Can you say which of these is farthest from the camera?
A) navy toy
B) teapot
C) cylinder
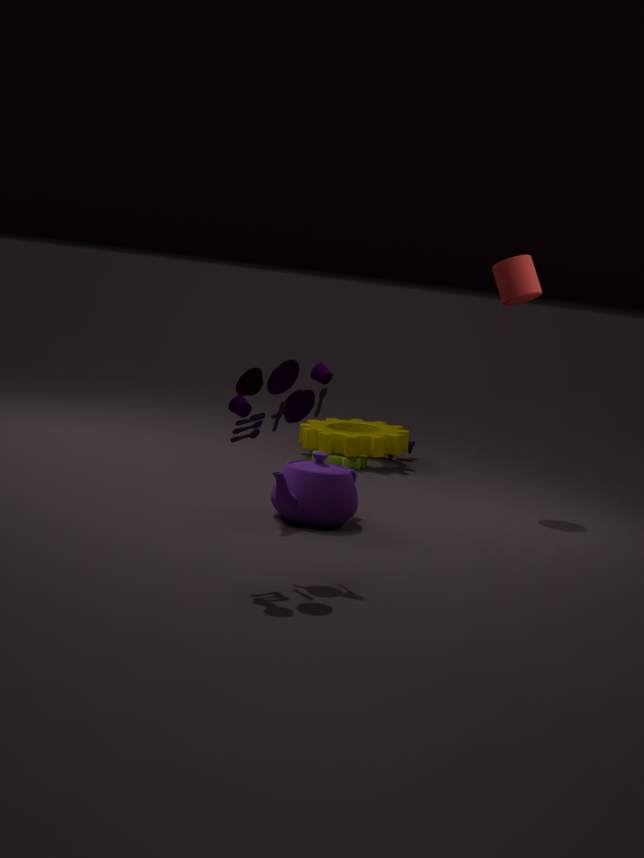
cylinder
